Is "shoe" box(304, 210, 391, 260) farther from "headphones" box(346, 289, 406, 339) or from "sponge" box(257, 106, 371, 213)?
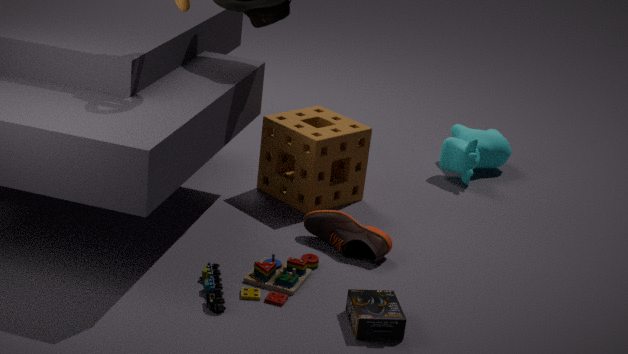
"headphones" box(346, 289, 406, 339)
